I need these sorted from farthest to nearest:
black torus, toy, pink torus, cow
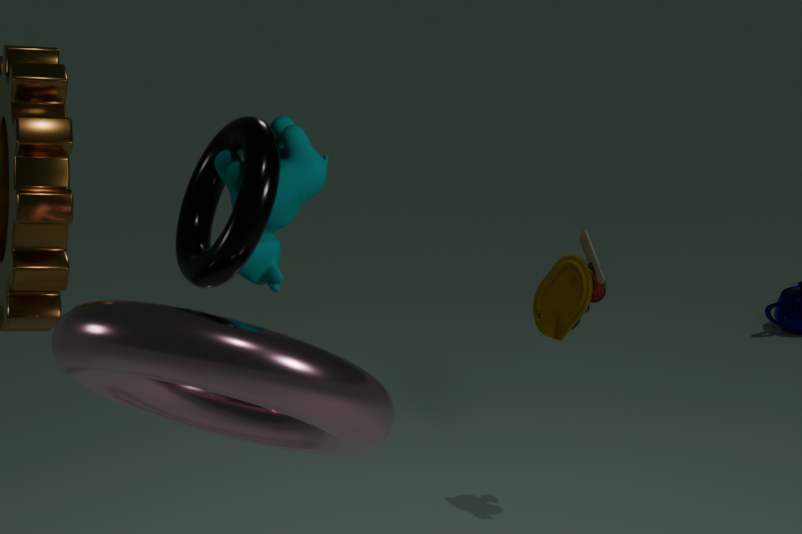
toy → cow → black torus → pink torus
